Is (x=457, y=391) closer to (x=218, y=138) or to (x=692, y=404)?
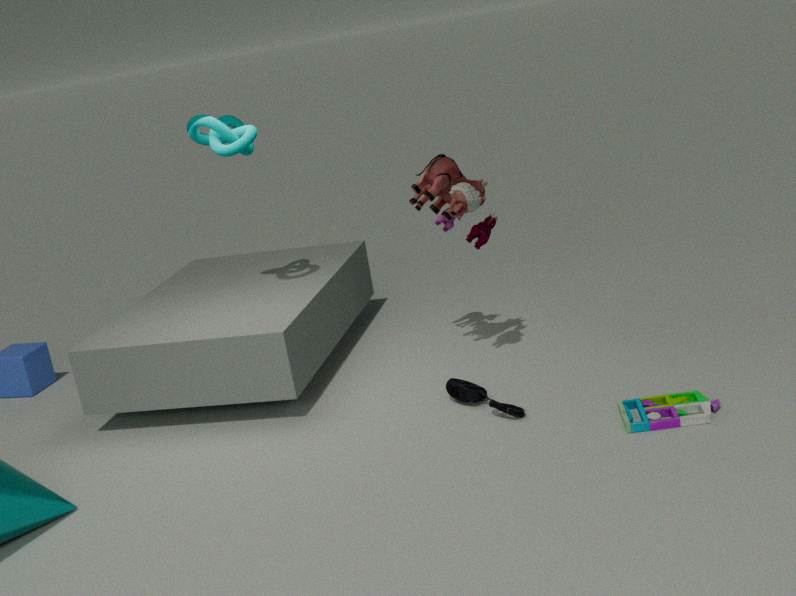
(x=692, y=404)
